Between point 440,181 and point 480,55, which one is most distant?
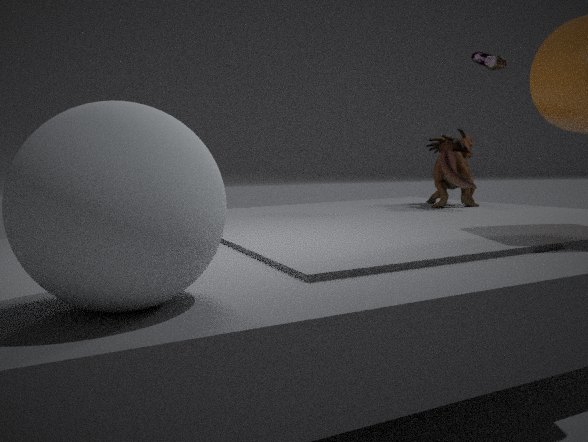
point 480,55
